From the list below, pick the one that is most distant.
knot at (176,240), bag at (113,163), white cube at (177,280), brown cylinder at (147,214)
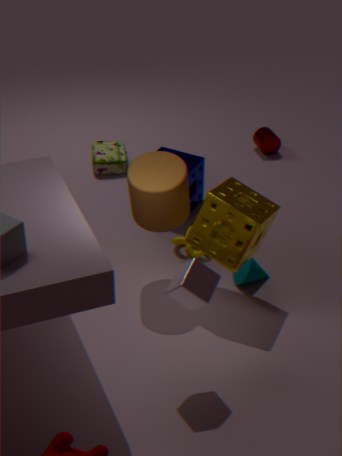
bag at (113,163)
